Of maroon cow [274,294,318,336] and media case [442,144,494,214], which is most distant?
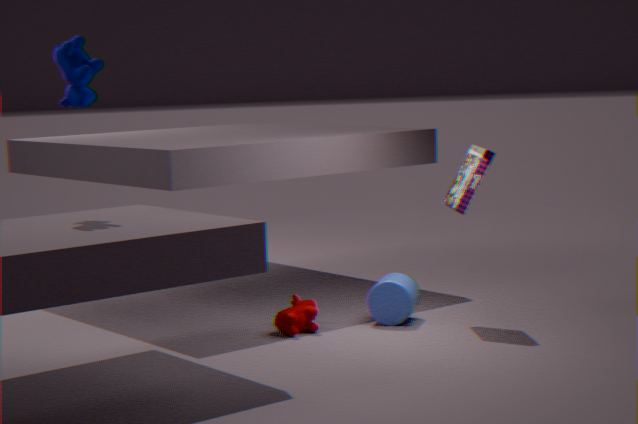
maroon cow [274,294,318,336]
